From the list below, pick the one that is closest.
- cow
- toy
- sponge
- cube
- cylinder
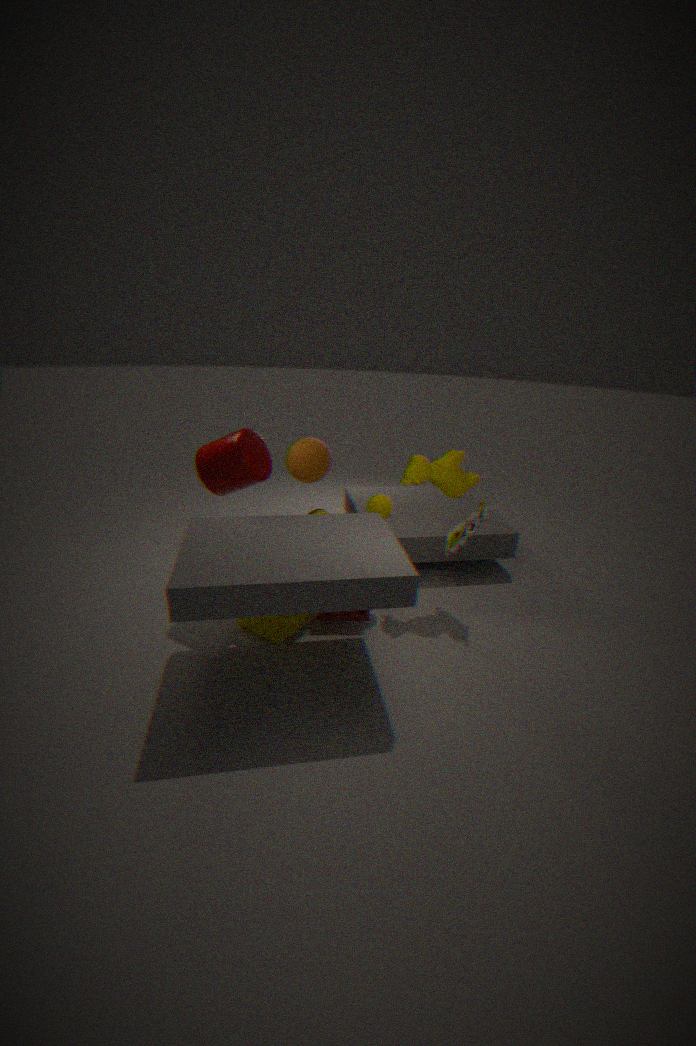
cylinder
